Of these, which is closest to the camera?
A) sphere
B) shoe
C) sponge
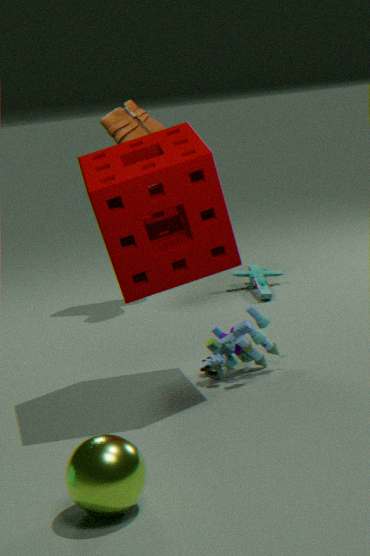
sphere
